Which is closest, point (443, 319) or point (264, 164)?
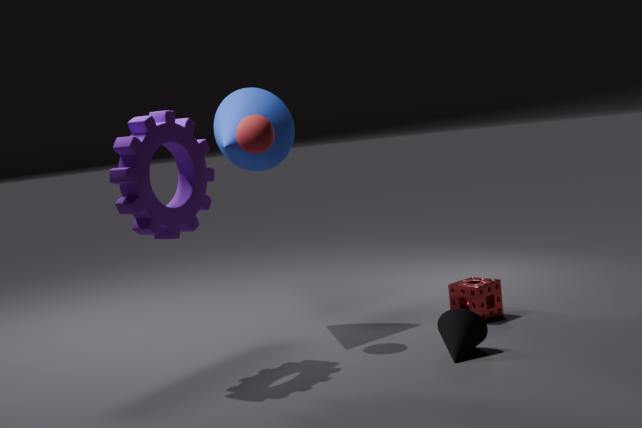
point (443, 319)
